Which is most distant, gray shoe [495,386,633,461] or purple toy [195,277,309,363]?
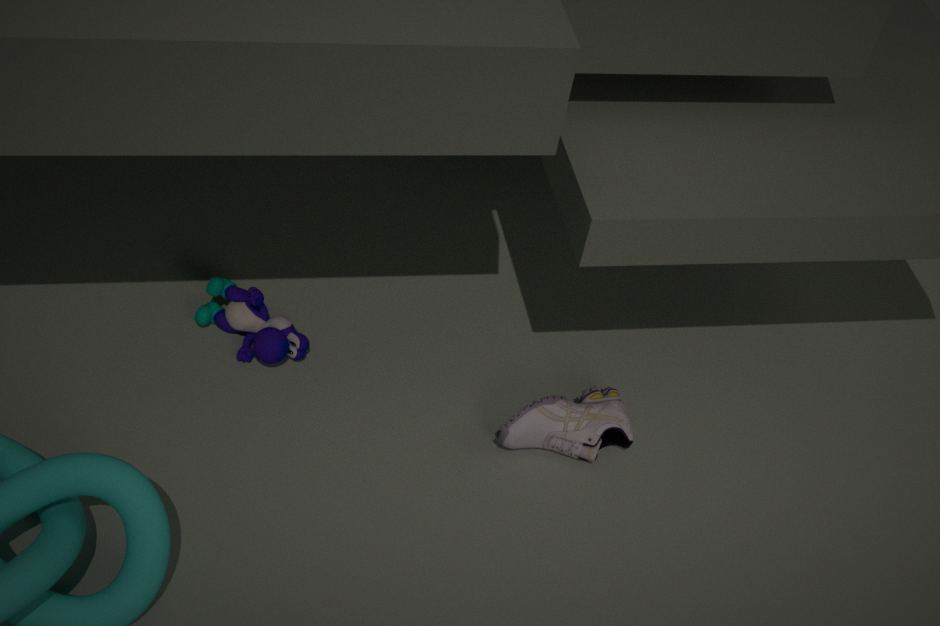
purple toy [195,277,309,363]
